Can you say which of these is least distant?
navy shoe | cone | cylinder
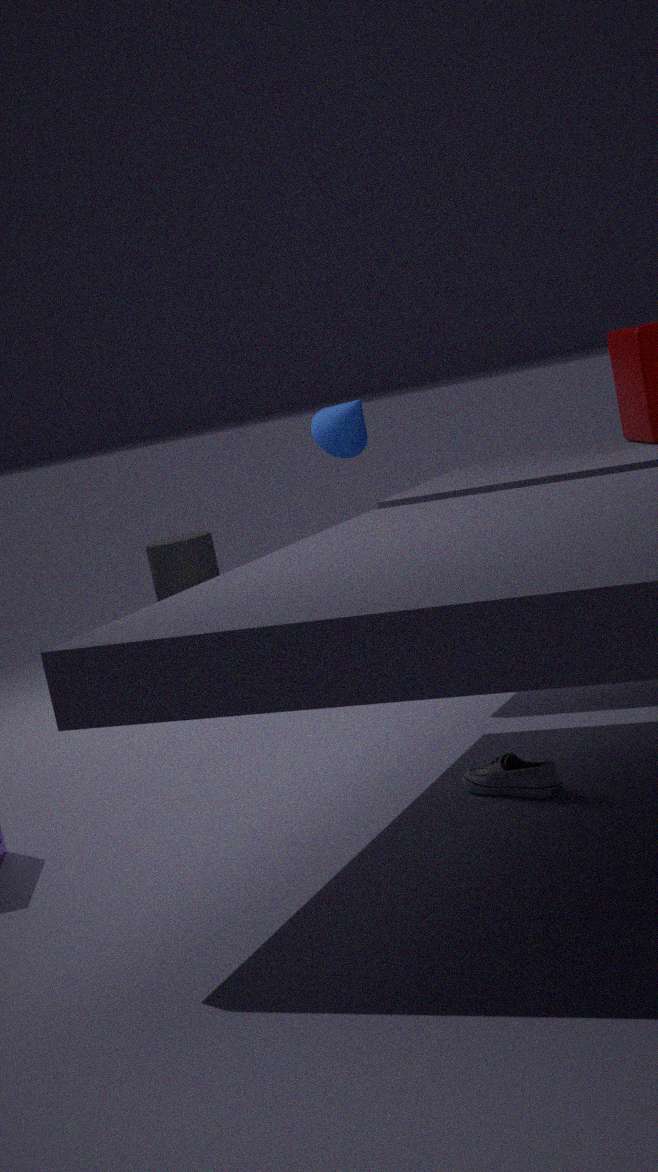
navy shoe
